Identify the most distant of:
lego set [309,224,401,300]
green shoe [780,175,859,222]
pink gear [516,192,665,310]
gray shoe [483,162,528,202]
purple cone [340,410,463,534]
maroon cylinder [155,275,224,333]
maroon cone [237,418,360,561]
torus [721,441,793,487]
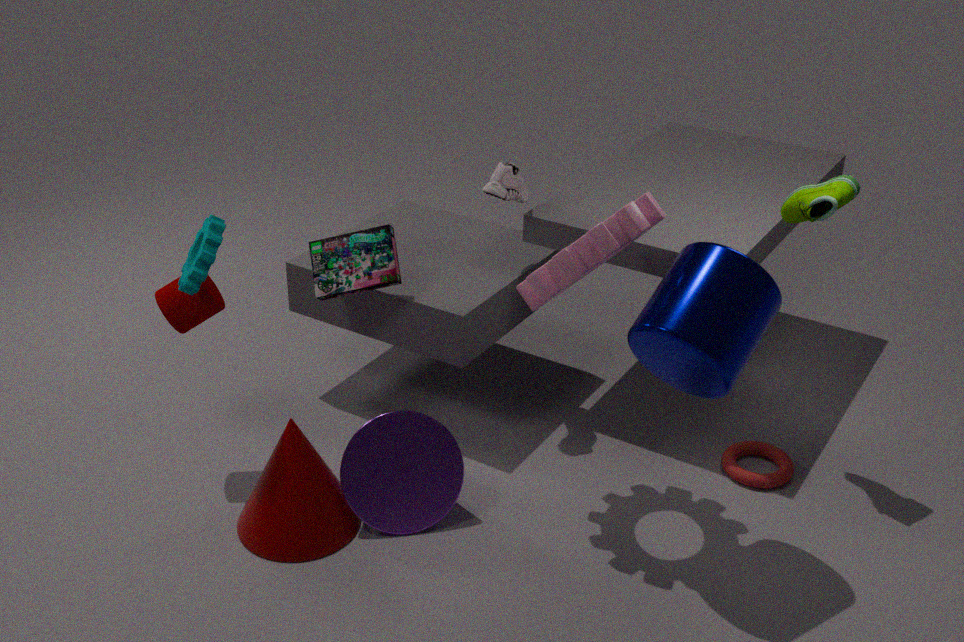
gray shoe [483,162,528,202]
